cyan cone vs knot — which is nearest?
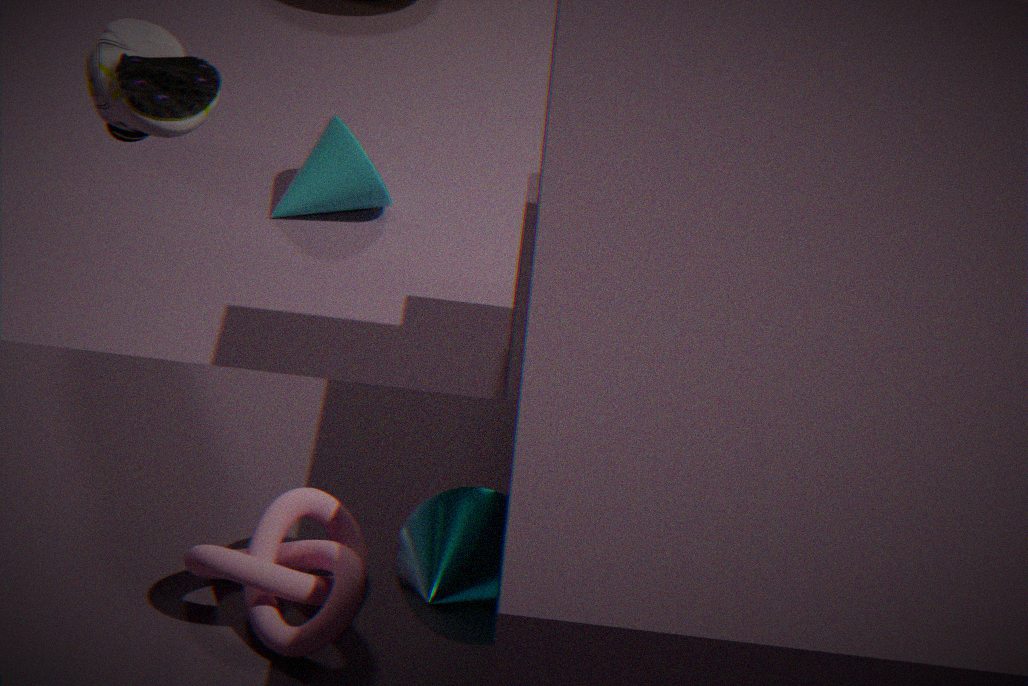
knot
